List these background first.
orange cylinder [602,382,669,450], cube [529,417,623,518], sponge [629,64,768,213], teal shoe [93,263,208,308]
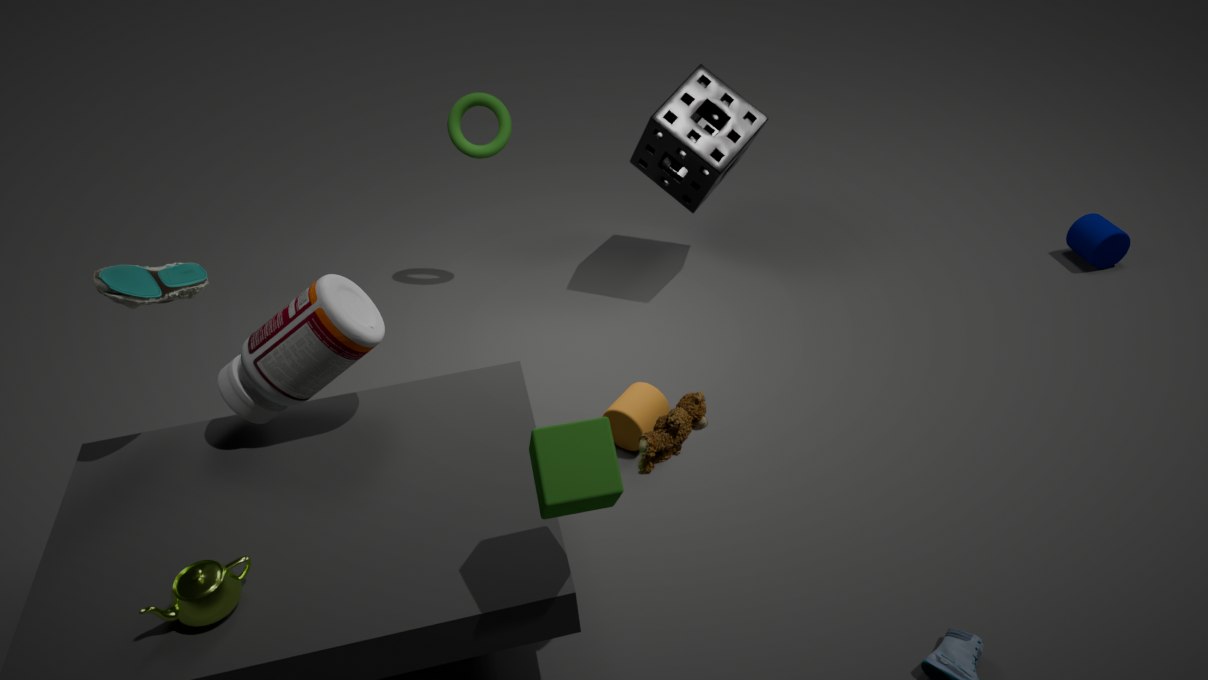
sponge [629,64,768,213], orange cylinder [602,382,669,450], teal shoe [93,263,208,308], cube [529,417,623,518]
